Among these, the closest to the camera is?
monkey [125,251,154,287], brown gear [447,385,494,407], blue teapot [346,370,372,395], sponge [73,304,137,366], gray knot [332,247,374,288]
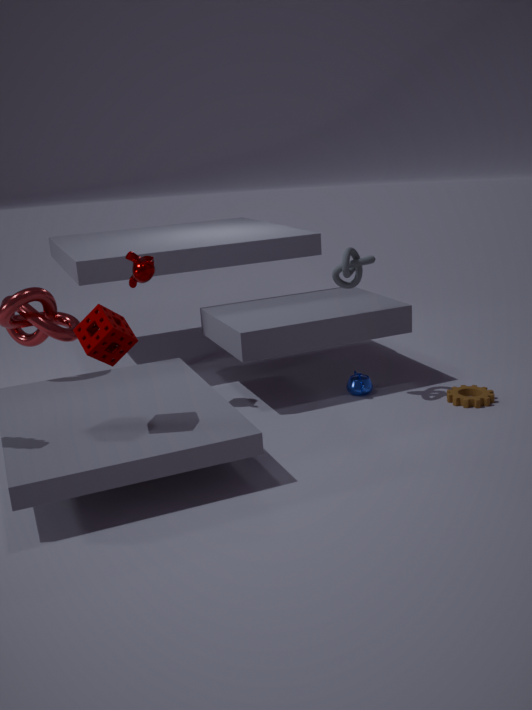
sponge [73,304,137,366]
